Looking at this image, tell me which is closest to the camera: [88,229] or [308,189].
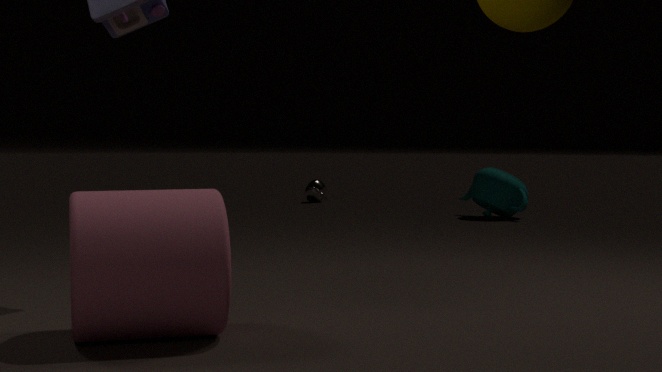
[88,229]
